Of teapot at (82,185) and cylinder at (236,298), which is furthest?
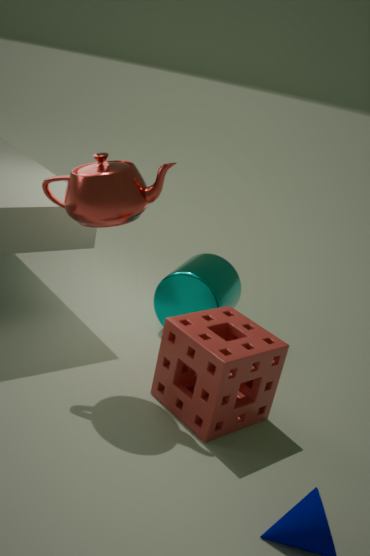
cylinder at (236,298)
